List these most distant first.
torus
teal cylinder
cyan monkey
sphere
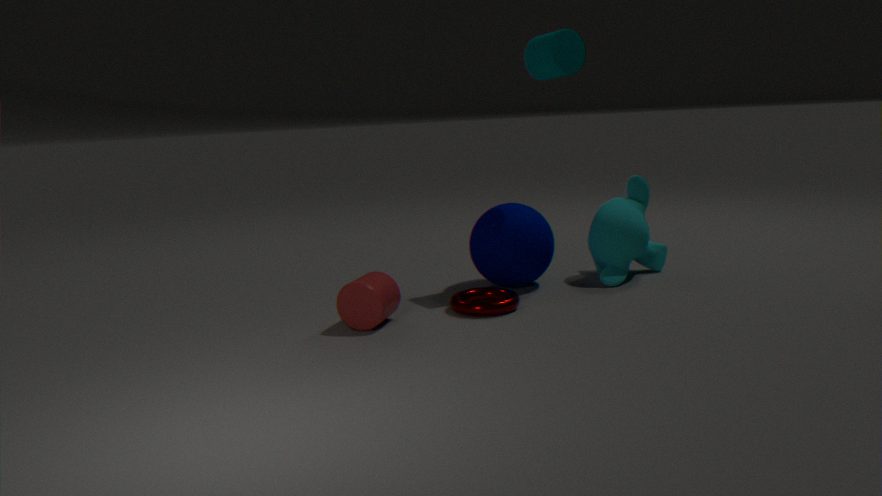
cyan monkey < sphere < teal cylinder < torus
